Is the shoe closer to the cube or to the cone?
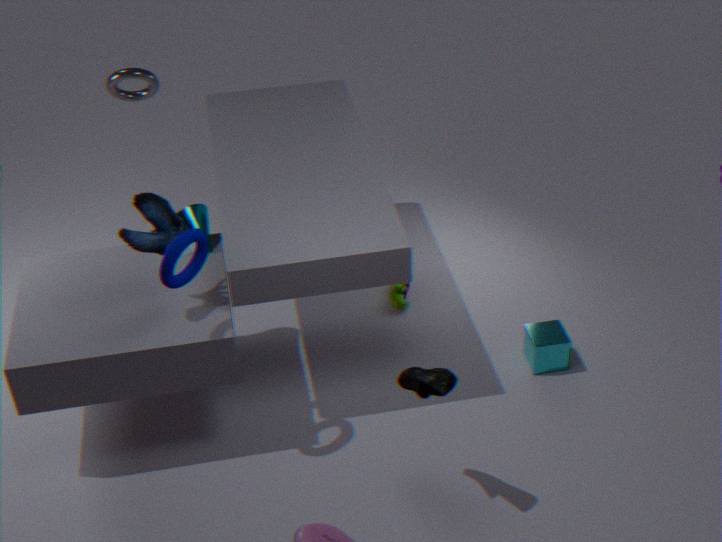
the cube
